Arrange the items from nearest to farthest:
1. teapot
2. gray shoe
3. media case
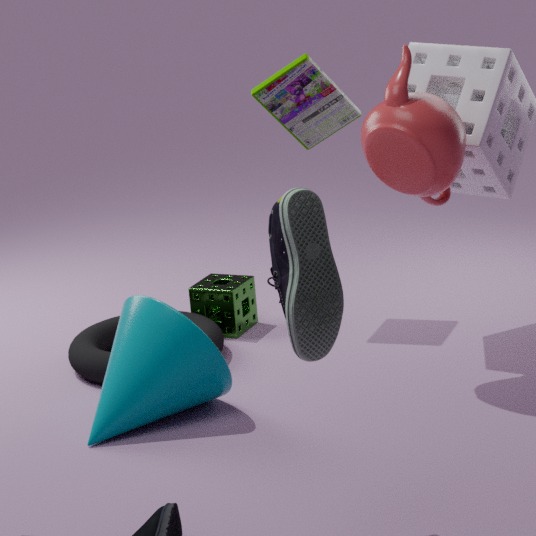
gray shoe < teapot < media case
